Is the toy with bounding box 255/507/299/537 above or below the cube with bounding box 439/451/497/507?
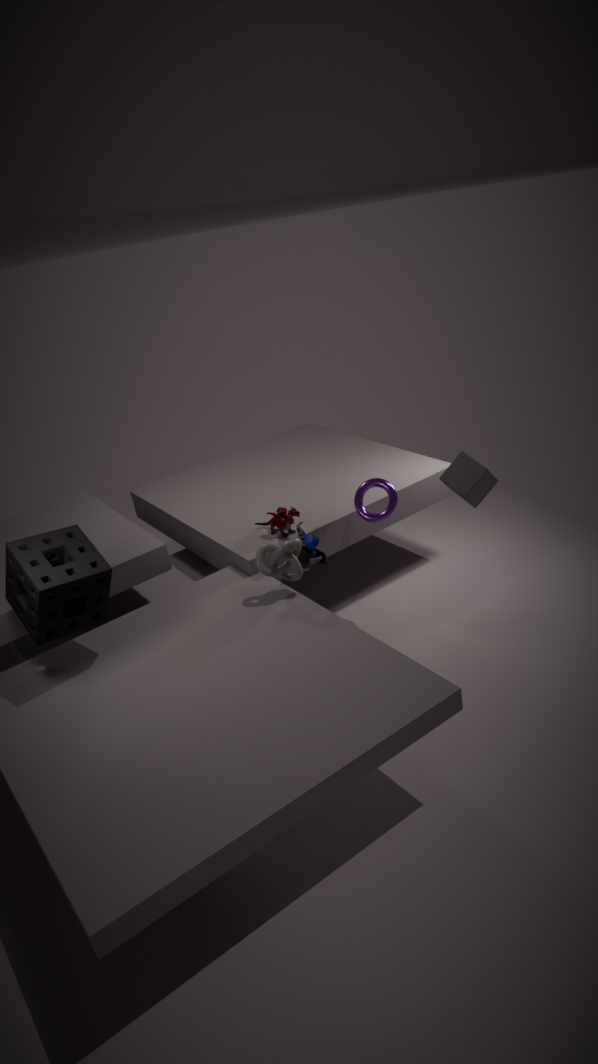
below
